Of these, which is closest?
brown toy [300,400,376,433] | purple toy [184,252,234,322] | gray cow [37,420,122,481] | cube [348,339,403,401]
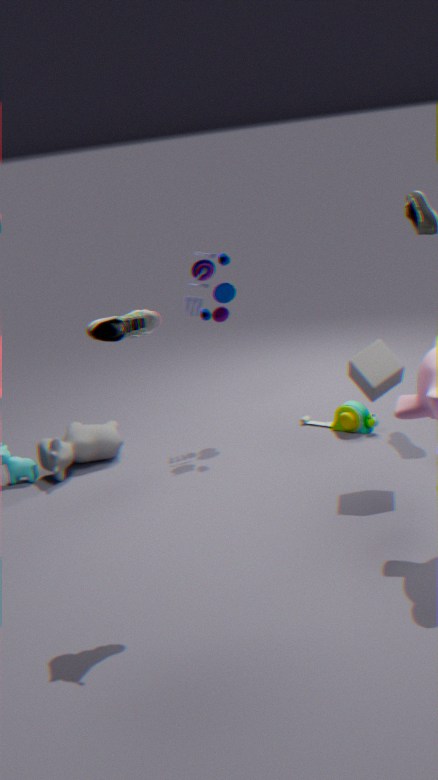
cube [348,339,403,401]
